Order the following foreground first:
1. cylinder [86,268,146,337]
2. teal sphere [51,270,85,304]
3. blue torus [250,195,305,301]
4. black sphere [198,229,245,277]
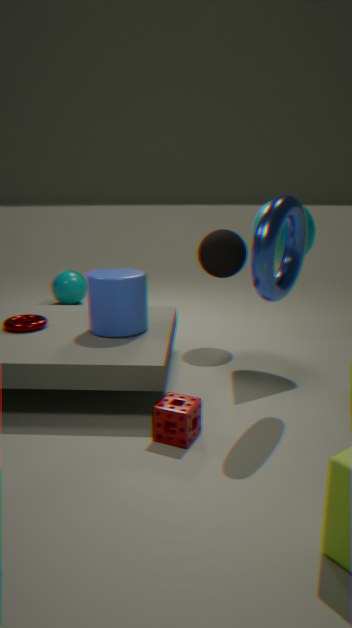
blue torus [250,195,305,301] → cylinder [86,268,146,337] → black sphere [198,229,245,277] → teal sphere [51,270,85,304]
